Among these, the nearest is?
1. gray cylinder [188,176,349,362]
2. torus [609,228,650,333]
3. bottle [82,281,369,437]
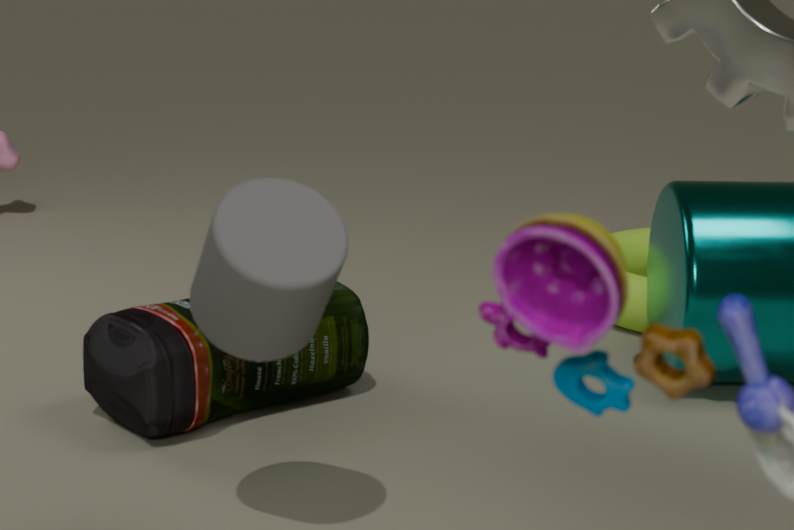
gray cylinder [188,176,349,362]
